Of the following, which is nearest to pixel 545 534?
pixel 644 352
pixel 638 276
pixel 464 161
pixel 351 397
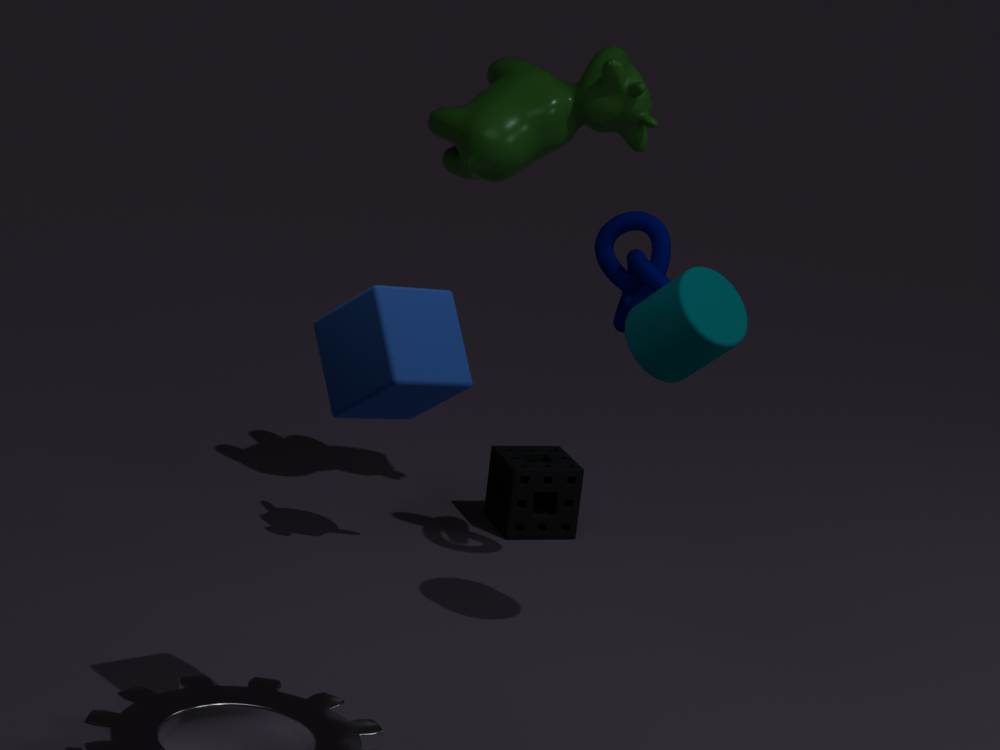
pixel 638 276
